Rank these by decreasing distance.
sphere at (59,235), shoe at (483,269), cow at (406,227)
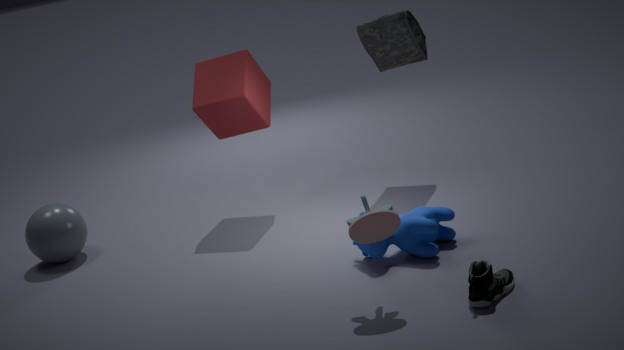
sphere at (59,235)
cow at (406,227)
shoe at (483,269)
